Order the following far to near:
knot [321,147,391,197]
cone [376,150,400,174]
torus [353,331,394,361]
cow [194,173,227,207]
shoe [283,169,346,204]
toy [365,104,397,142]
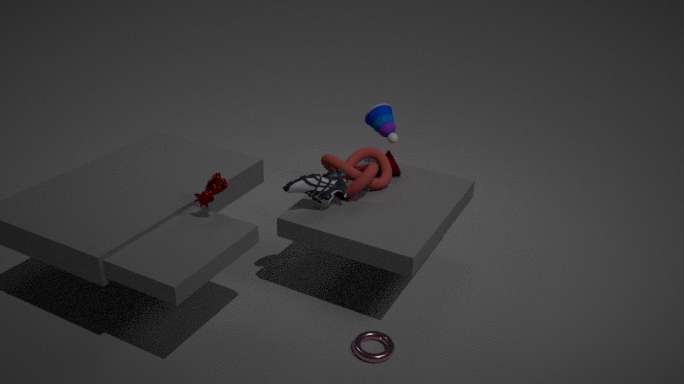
toy [365,104,397,142] → cone [376,150,400,174] → knot [321,147,391,197] → shoe [283,169,346,204] → cow [194,173,227,207] → torus [353,331,394,361]
